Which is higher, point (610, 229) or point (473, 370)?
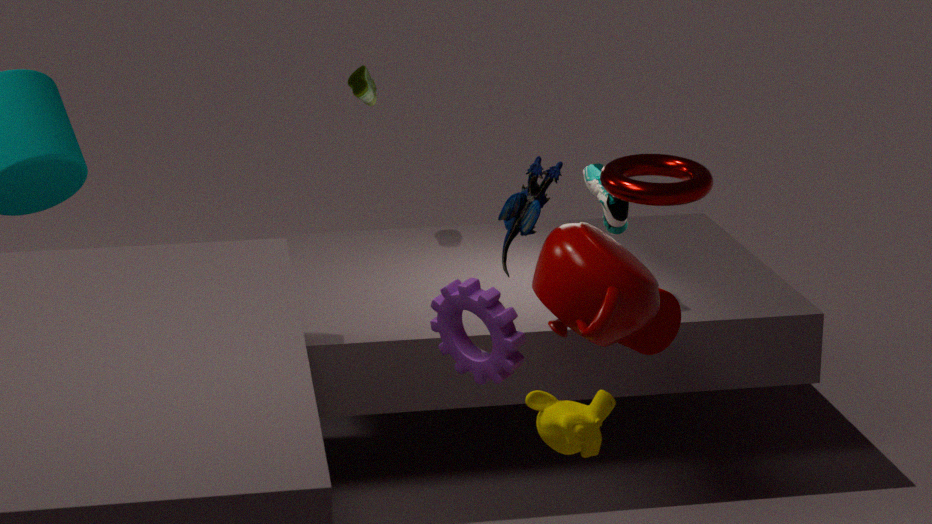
point (610, 229)
